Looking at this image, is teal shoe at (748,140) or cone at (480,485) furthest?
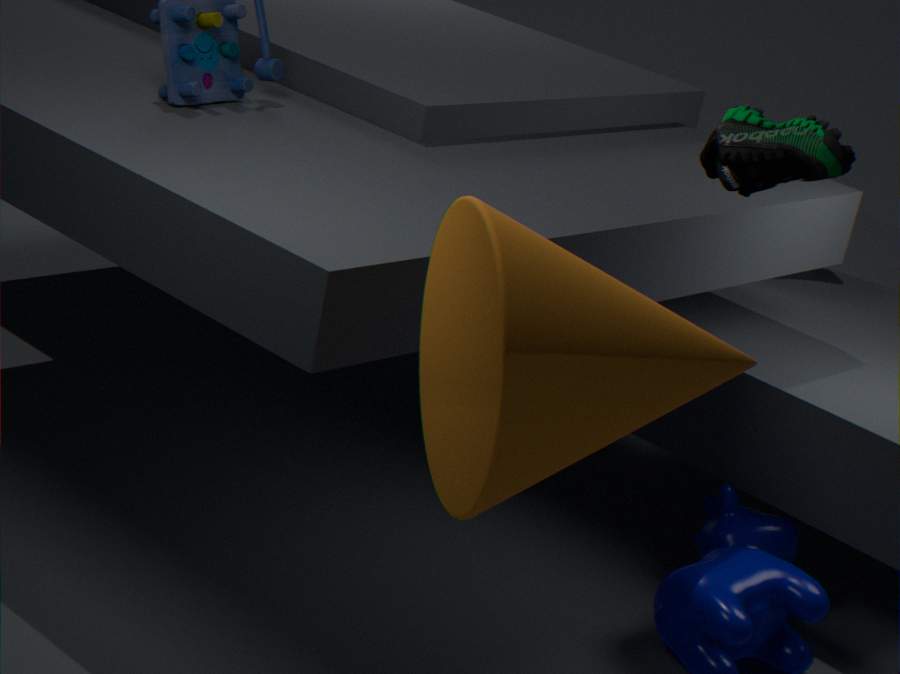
teal shoe at (748,140)
